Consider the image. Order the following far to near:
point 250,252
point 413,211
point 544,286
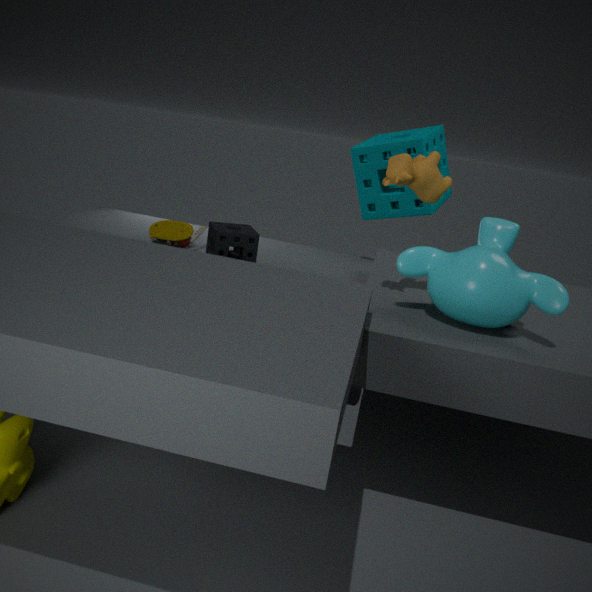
point 413,211 → point 250,252 → point 544,286
